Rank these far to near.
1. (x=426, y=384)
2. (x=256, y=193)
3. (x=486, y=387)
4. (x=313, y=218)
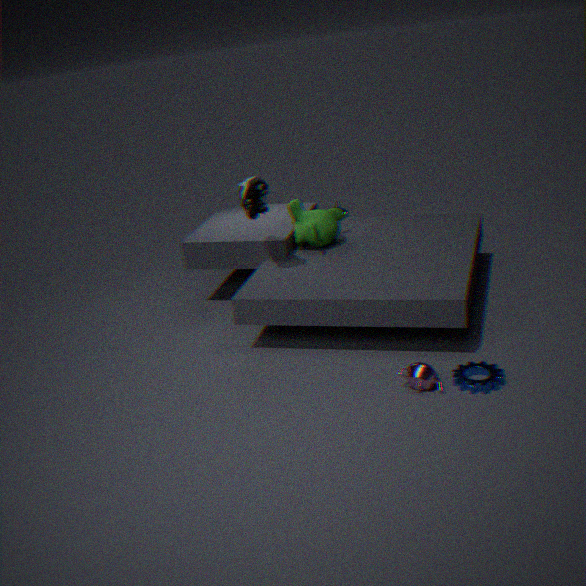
(x=313, y=218) < (x=256, y=193) < (x=426, y=384) < (x=486, y=387)
